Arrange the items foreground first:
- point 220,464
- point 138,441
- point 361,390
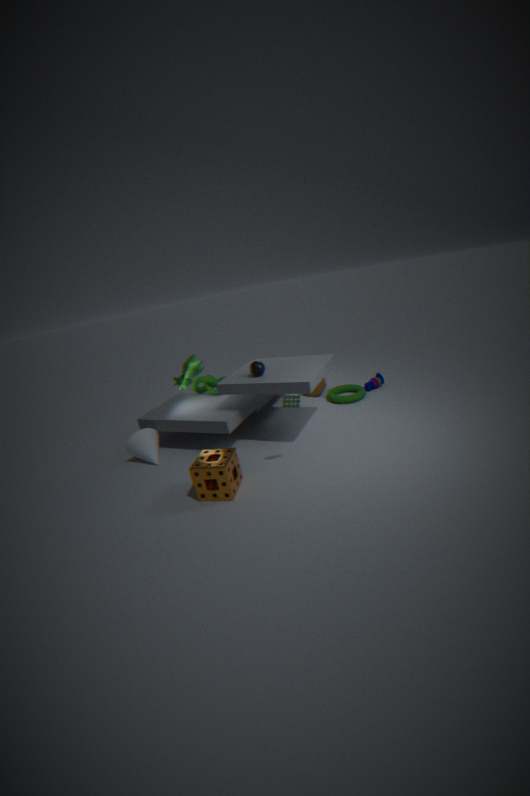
point 220,464
point 138,441
point 361,390
